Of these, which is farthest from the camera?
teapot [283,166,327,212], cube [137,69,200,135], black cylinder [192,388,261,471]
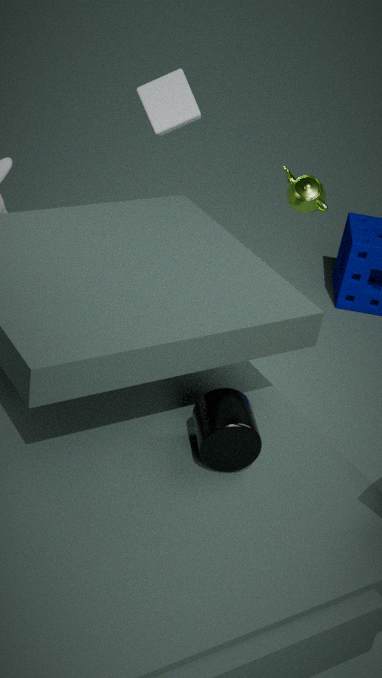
teapot [283,166,327,212]
